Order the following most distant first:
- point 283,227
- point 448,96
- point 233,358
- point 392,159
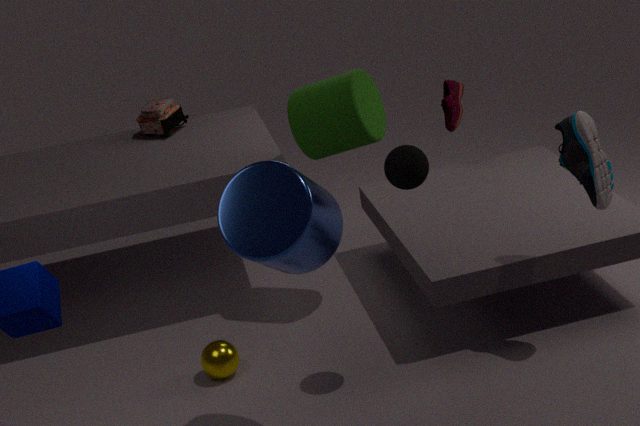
point 448,96, point 233,358, point 392,159, point 283,227
